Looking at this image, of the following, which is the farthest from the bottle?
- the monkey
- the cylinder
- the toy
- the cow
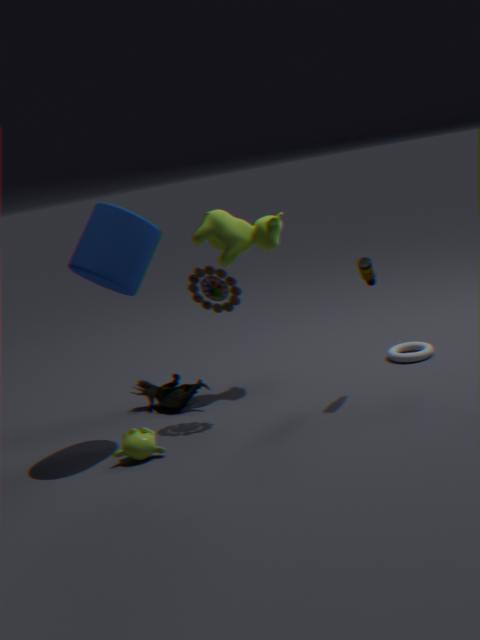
the monkey
